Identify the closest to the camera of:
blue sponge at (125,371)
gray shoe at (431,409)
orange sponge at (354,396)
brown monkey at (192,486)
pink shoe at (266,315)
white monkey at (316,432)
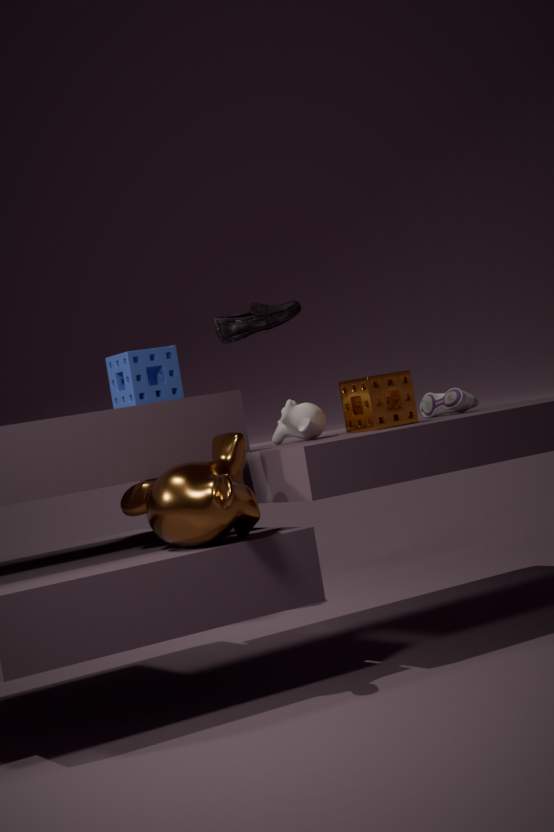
brown monkey at (192,486)
